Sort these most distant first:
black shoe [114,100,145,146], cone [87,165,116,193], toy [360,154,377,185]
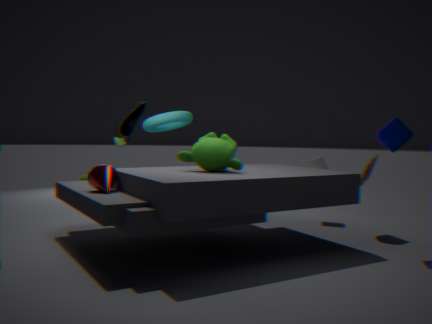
1. black shoe [114,100,145,146]
2. toy [360,154,377,185]
3. cone [87,165,116,193]
